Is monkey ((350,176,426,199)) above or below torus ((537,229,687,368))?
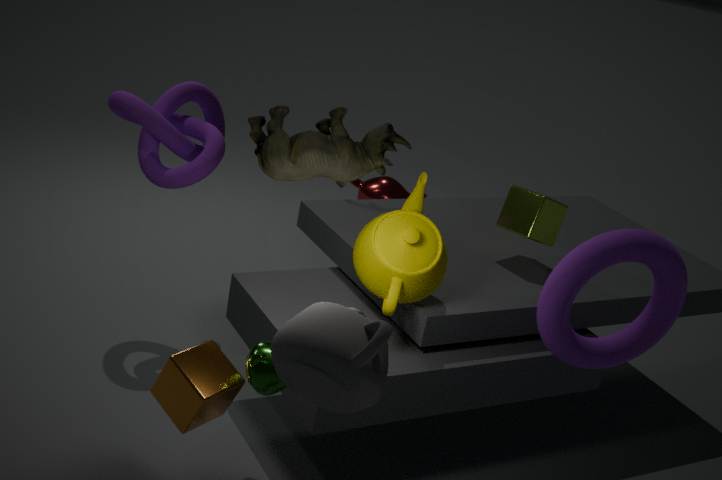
below
